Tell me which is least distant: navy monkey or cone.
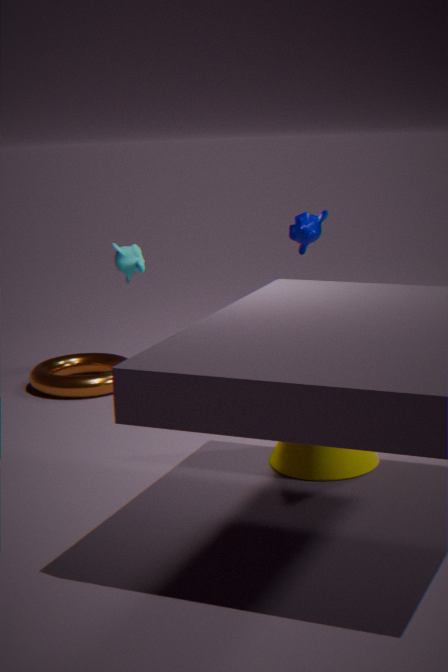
cone
